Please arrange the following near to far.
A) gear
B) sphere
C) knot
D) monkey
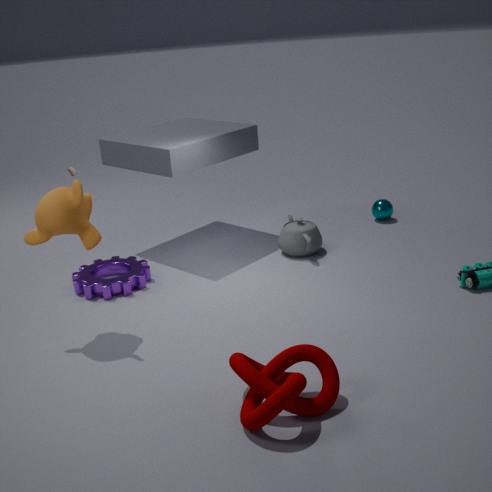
knot < monkey < gear < sphere
